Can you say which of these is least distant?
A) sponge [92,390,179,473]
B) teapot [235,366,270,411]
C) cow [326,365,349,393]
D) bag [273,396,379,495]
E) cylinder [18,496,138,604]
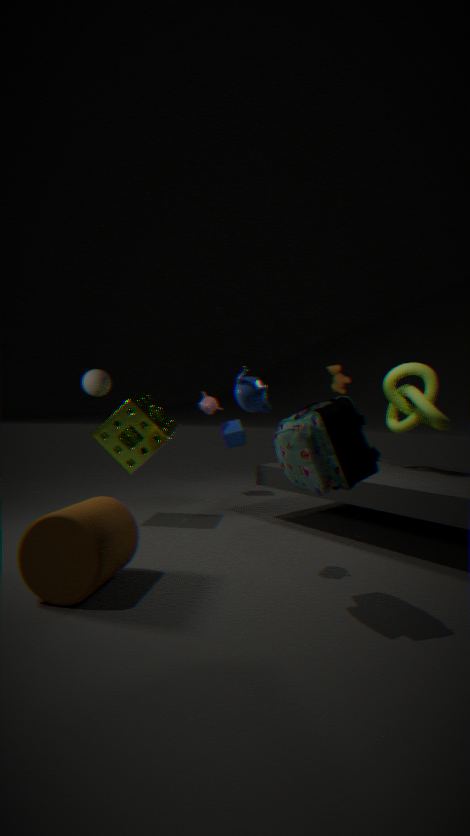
bag [273,396,379,495]
